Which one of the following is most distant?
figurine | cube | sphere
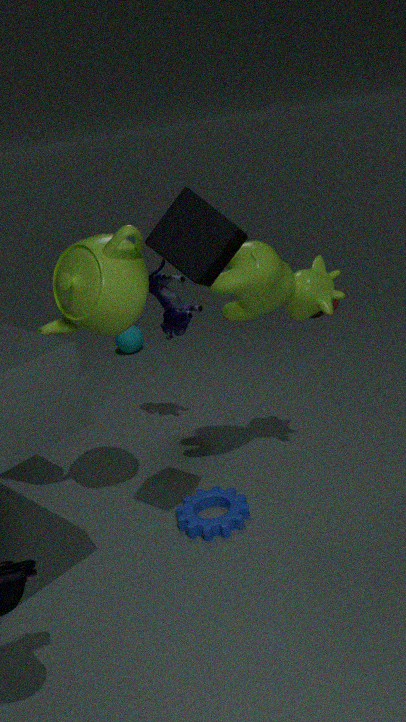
sphere
